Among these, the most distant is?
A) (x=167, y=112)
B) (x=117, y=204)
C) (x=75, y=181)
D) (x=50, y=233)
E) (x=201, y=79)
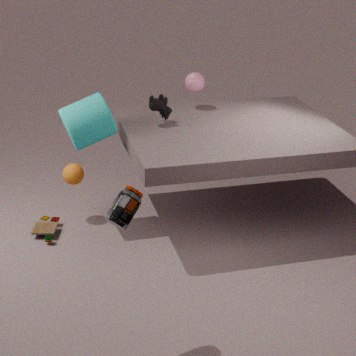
(x=201, y=79)
